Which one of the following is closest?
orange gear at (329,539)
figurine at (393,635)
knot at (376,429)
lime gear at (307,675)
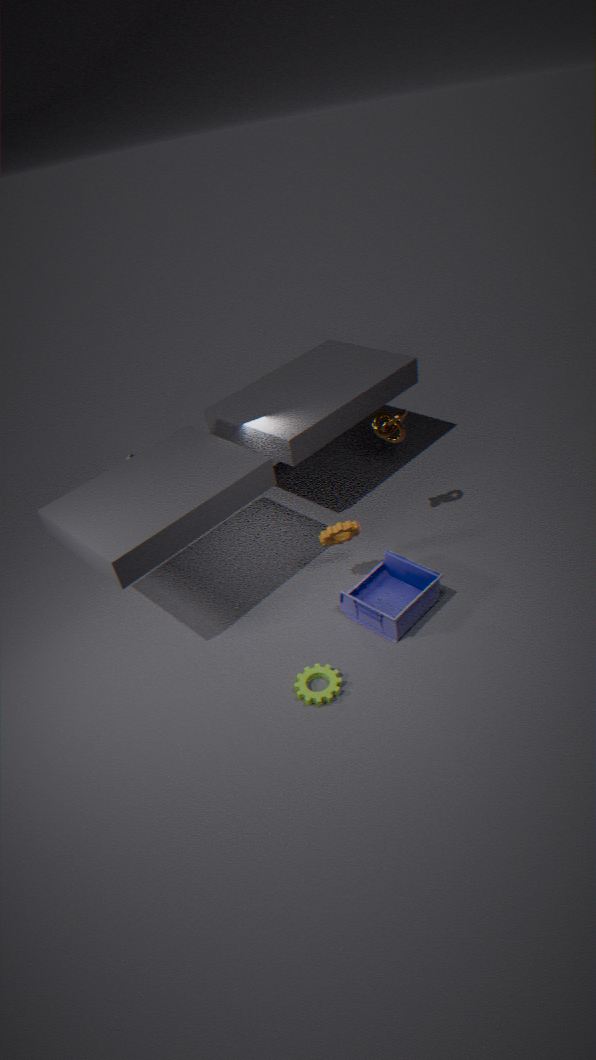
lime gear at (307,675)
